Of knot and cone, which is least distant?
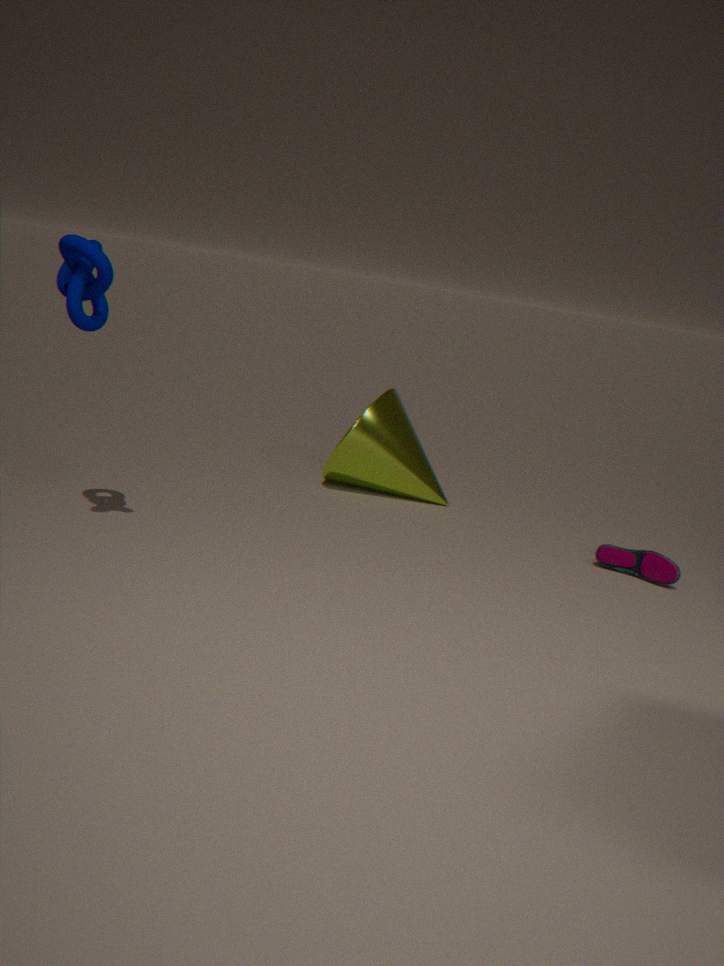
knot
